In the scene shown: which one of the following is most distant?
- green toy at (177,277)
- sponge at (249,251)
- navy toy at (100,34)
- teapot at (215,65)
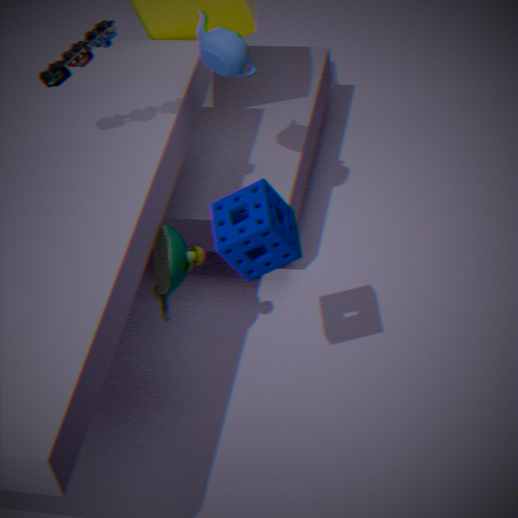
teapot at (215,65)
